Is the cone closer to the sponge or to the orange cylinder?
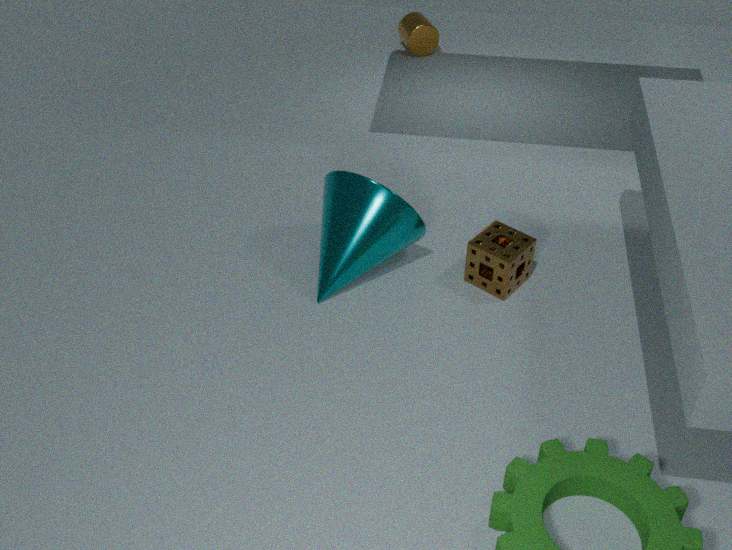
the sponge
